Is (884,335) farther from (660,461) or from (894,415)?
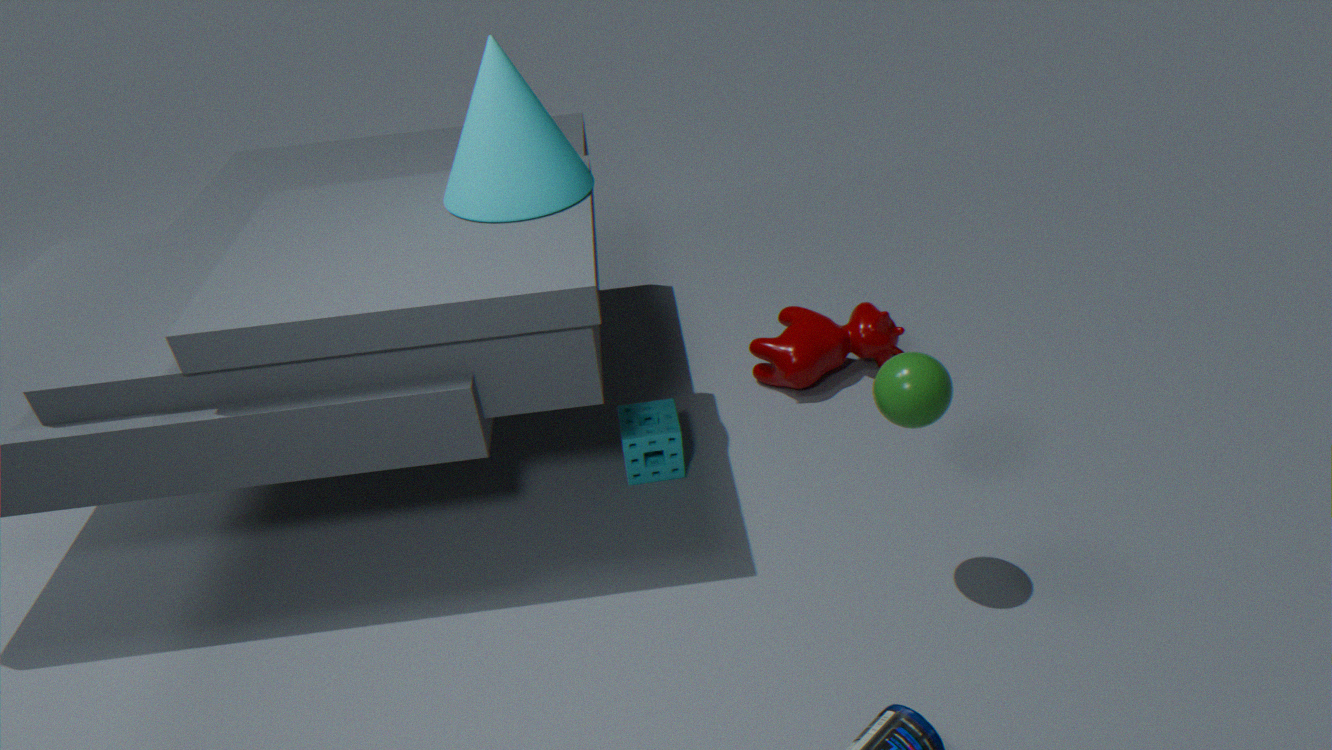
(894,415)
